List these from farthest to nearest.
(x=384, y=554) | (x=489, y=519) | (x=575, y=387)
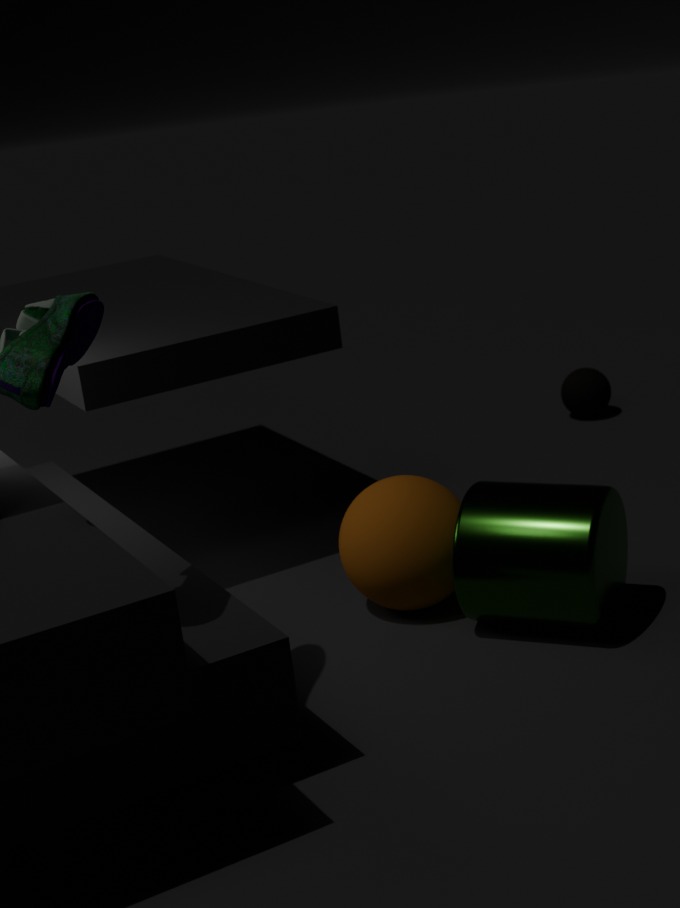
(x=575, y=387)
(x=384, y=554)
(x=489, y=519)
